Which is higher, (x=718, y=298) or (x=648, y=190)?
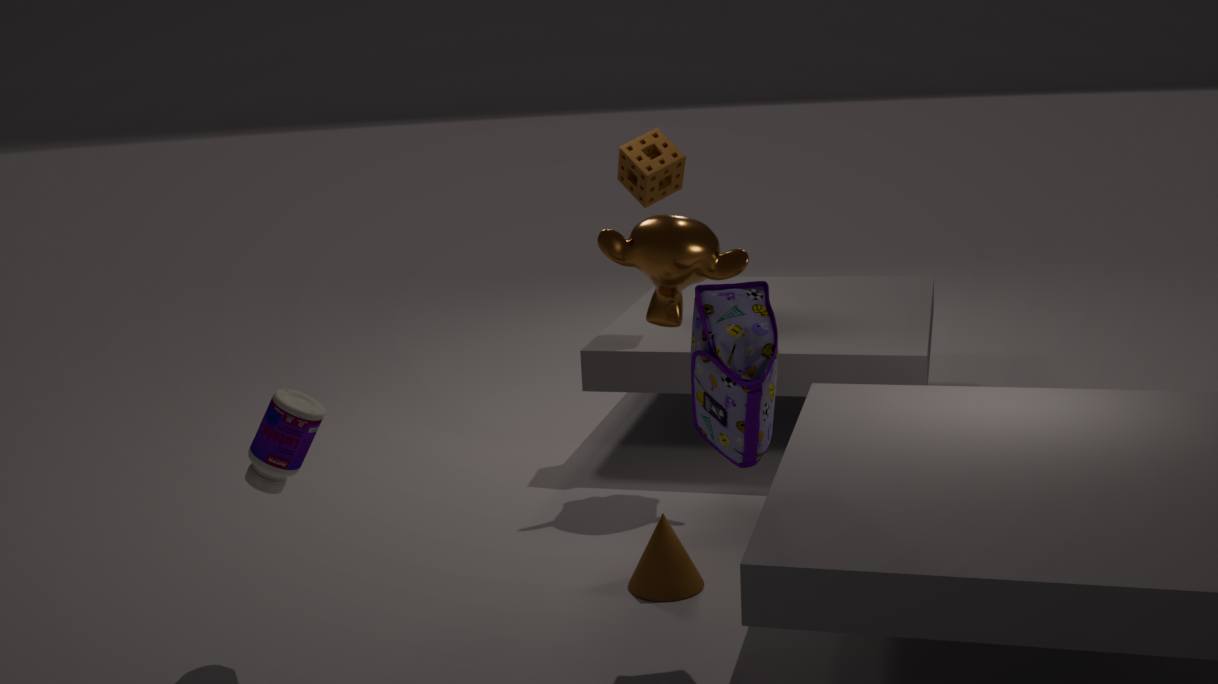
(x=648, y=190)
